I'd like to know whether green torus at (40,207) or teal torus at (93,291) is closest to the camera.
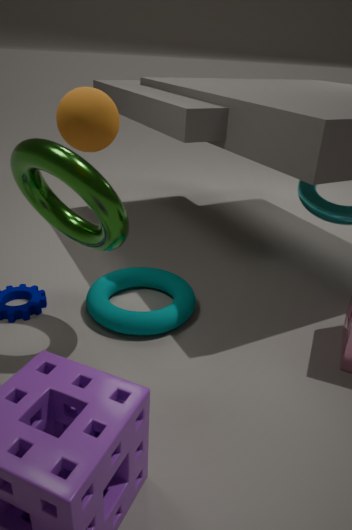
green torus at (40,207)
